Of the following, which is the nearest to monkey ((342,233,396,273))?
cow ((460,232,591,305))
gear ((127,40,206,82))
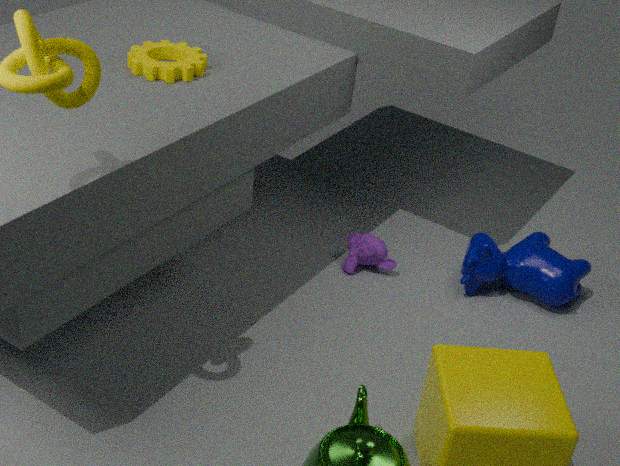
cow ((460,232,591,305))
